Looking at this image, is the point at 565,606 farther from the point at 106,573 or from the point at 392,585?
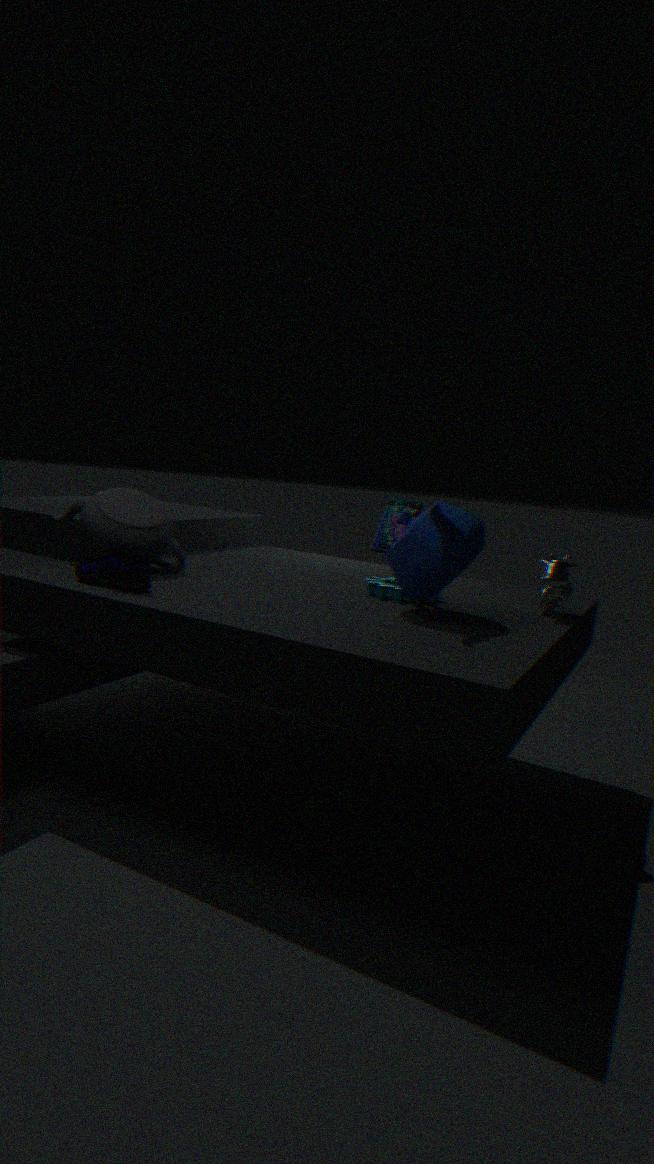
the point at 106,573
